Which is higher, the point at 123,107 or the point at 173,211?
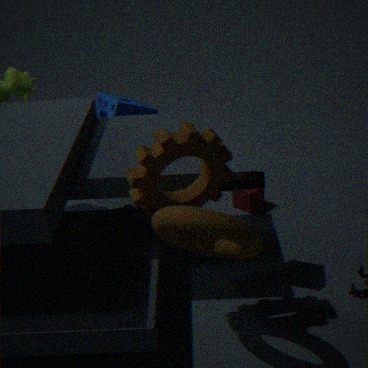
the point at 173,211
